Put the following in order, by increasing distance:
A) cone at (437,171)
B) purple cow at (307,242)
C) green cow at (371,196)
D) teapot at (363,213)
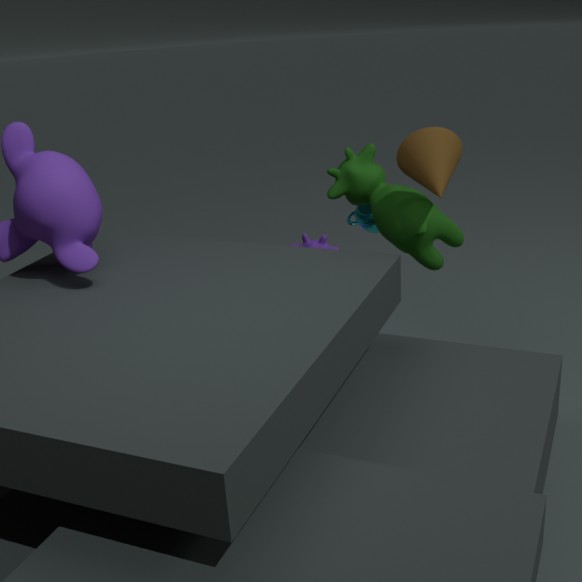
cone at (437,171), green cow at (371,196), teapot at (363,213), purple cow at (307,242)
